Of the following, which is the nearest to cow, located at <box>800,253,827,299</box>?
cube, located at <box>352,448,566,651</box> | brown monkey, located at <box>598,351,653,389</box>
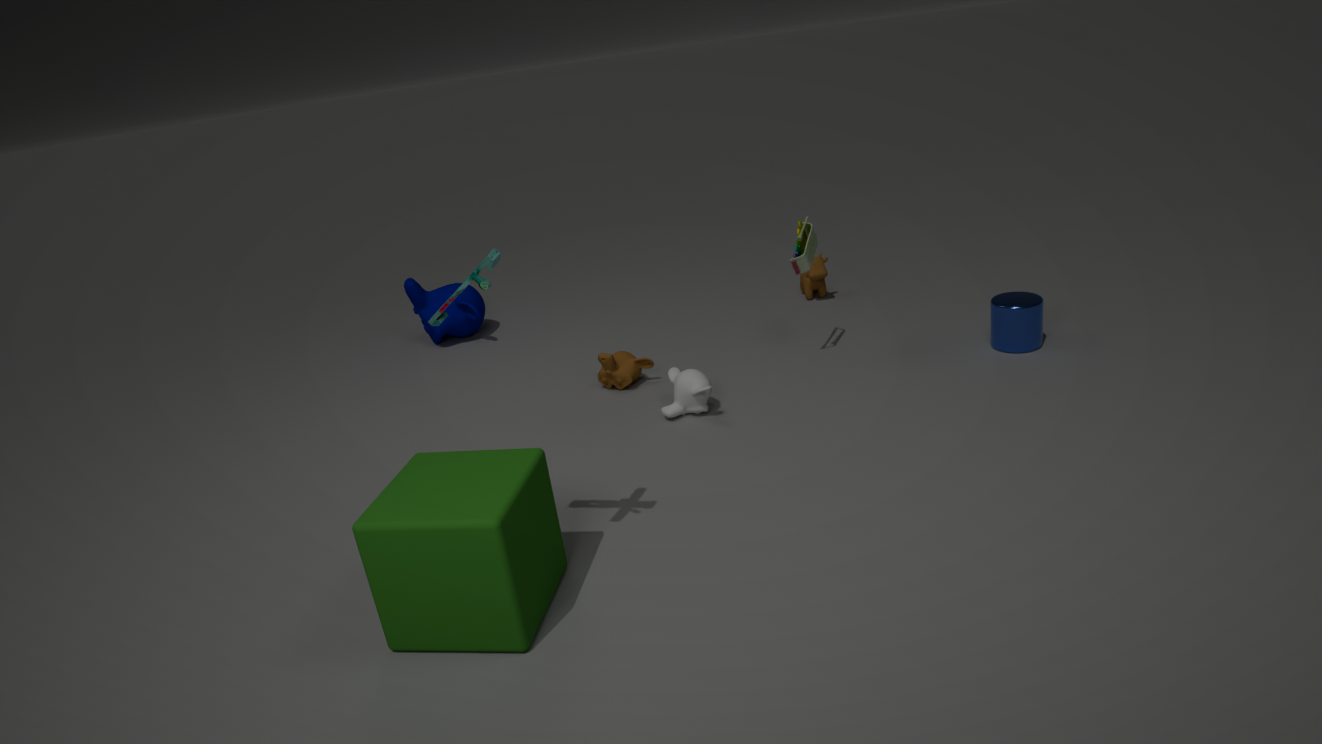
brown monkey, located at <box>598,351,653,389</box>
